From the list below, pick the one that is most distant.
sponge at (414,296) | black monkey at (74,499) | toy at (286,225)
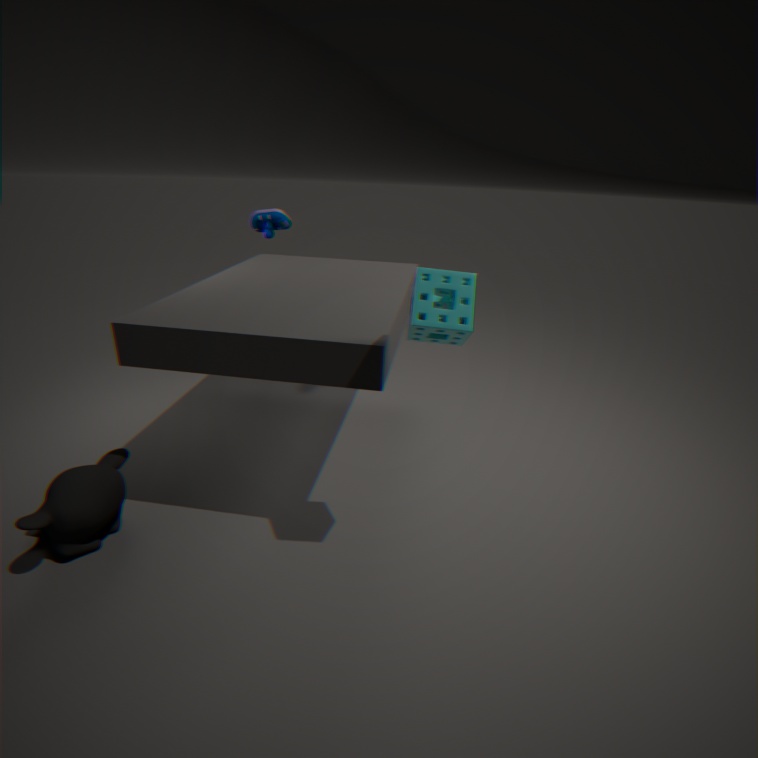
toy at (286,225)
